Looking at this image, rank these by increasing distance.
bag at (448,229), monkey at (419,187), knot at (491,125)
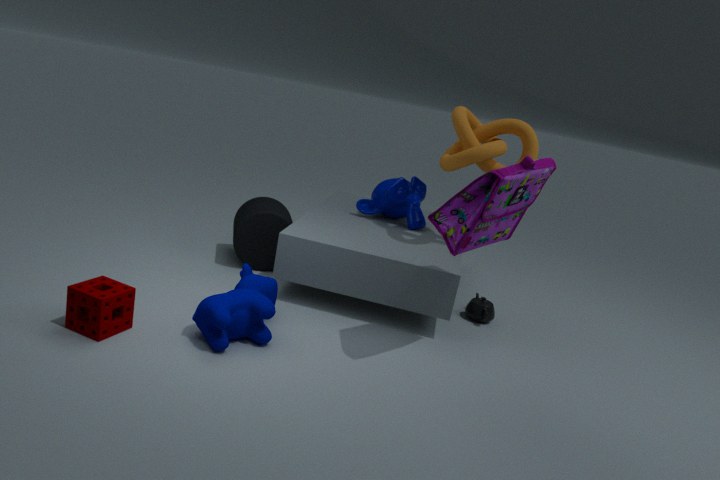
1. bag at (448,229)
2. knot at (491,125)
3. monkey at (419,187)
